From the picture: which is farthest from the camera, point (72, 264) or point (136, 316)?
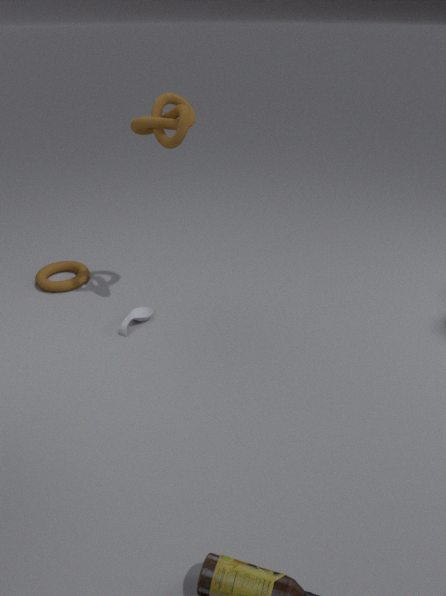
point (72, 264)
